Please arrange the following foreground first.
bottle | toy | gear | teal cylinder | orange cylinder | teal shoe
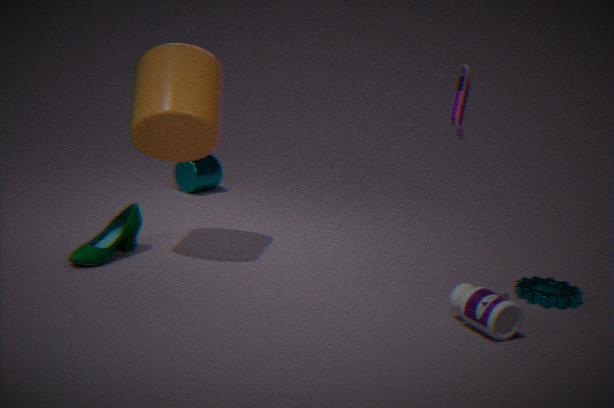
toy < bottle < orange cylinder < teal shoe < gear < teal cylinder
